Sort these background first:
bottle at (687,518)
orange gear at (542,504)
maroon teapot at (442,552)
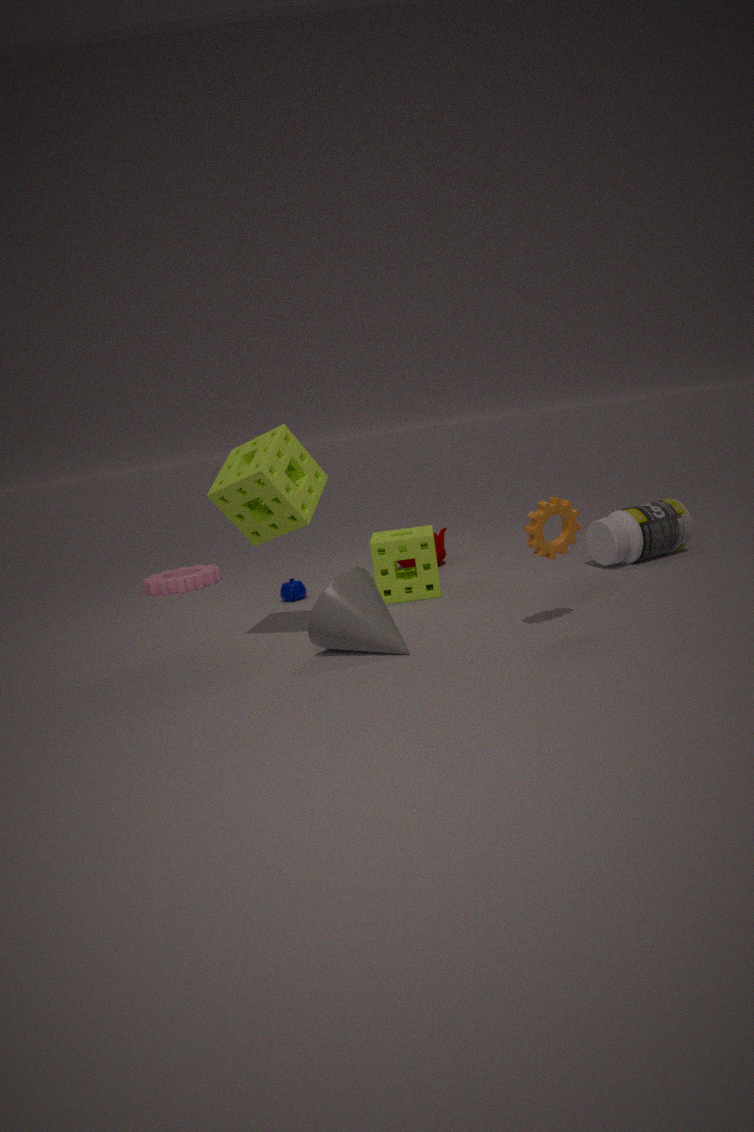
maroon teapot at (442,552), bottle at (687,518), orange gear at (542,504)
